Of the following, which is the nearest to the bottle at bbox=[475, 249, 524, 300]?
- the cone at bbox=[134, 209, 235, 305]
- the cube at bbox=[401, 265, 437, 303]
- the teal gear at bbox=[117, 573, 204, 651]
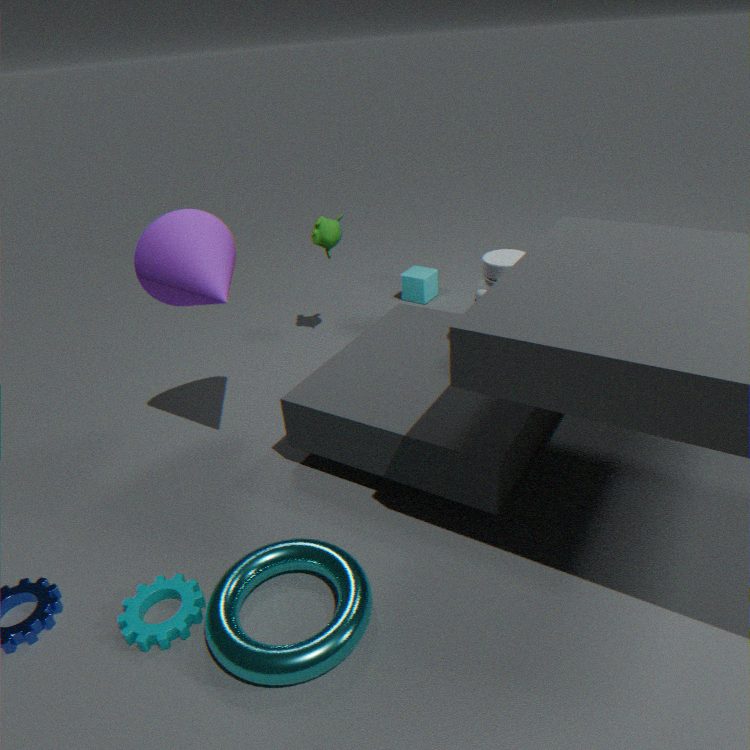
the cone at bbox=[134, 209, 235, 305]
